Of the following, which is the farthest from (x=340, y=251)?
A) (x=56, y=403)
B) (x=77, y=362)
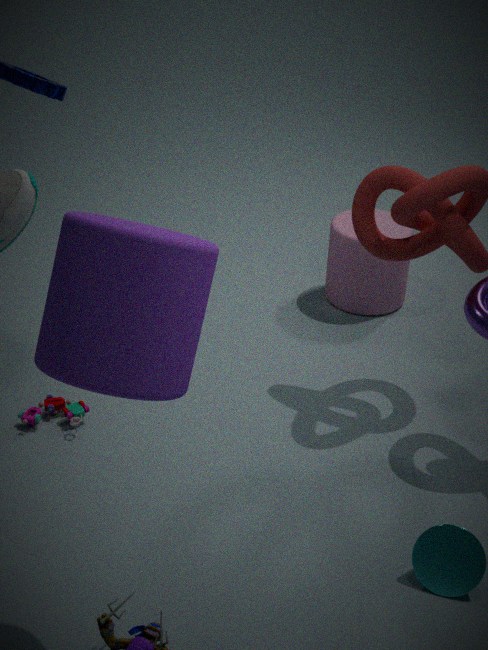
(x=77, y=362)
